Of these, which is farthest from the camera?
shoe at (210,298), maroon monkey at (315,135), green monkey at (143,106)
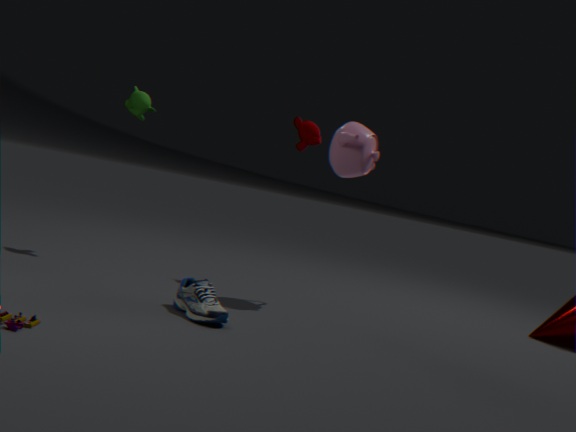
maroon monkey at (315,135)
